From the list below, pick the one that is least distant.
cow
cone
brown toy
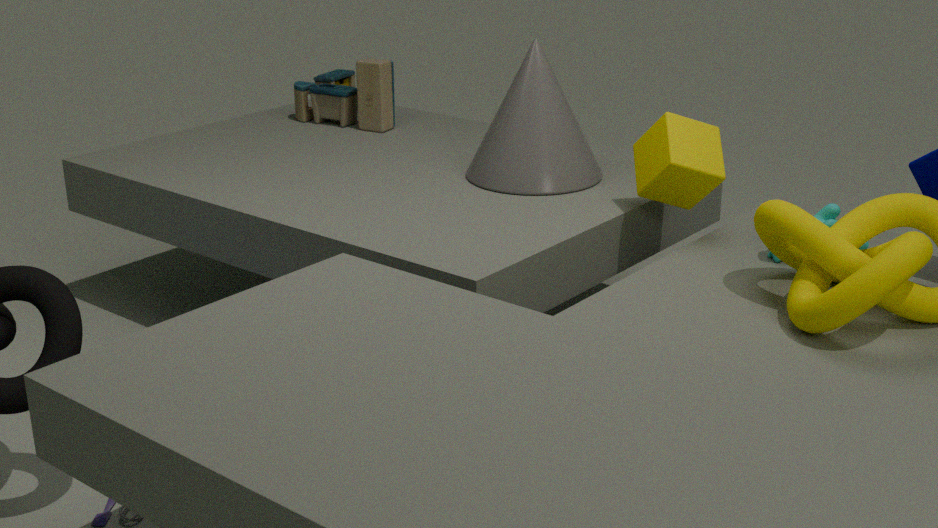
cow
